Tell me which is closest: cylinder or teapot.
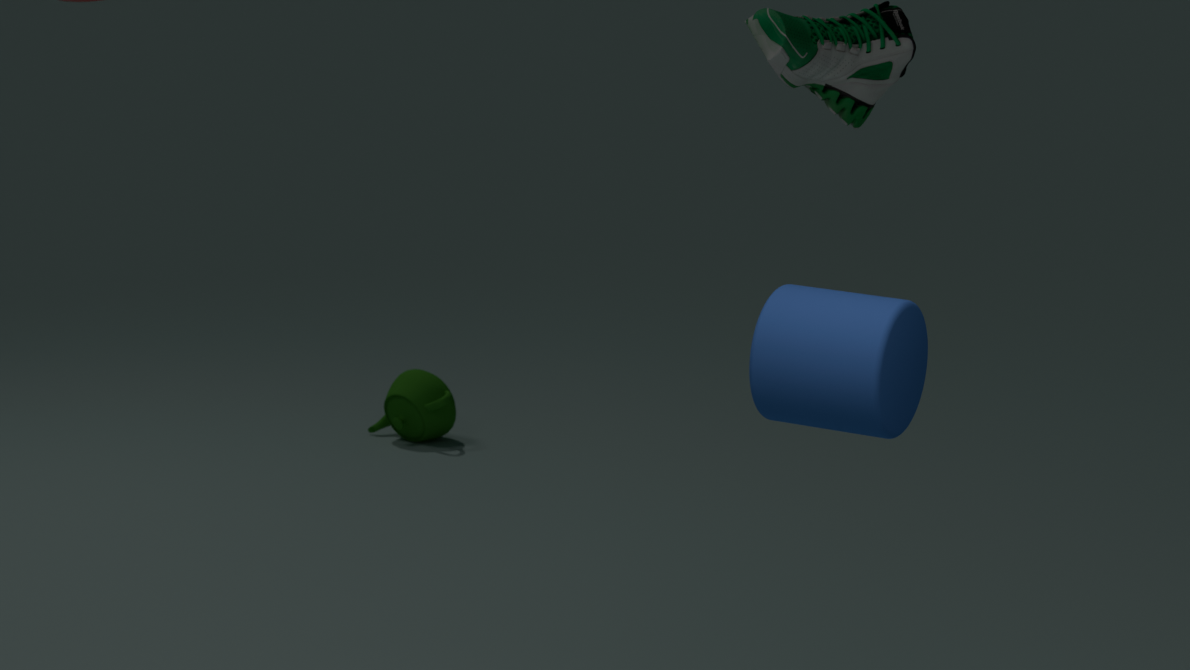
cylinder
